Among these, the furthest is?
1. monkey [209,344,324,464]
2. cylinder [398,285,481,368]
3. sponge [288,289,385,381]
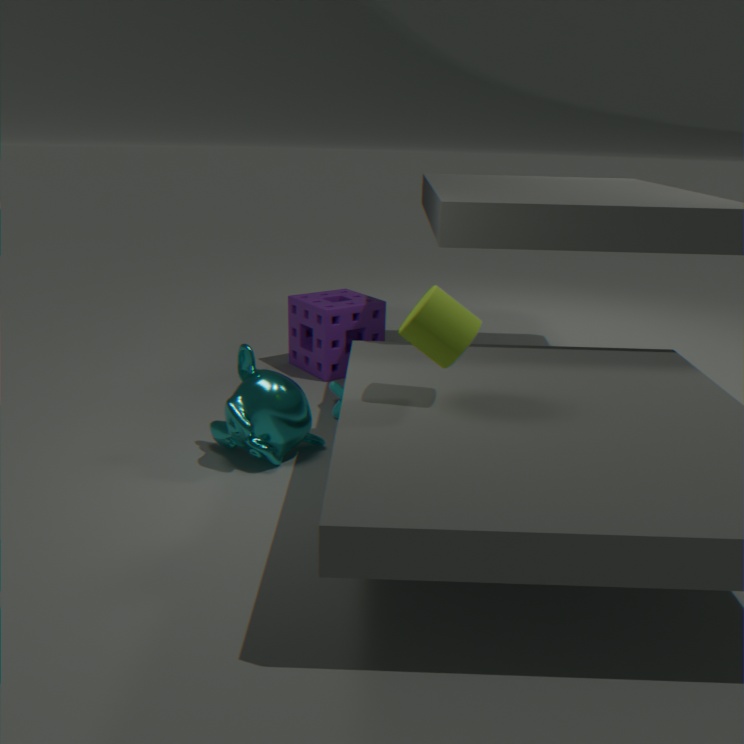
sponge [288,289,385,381]
